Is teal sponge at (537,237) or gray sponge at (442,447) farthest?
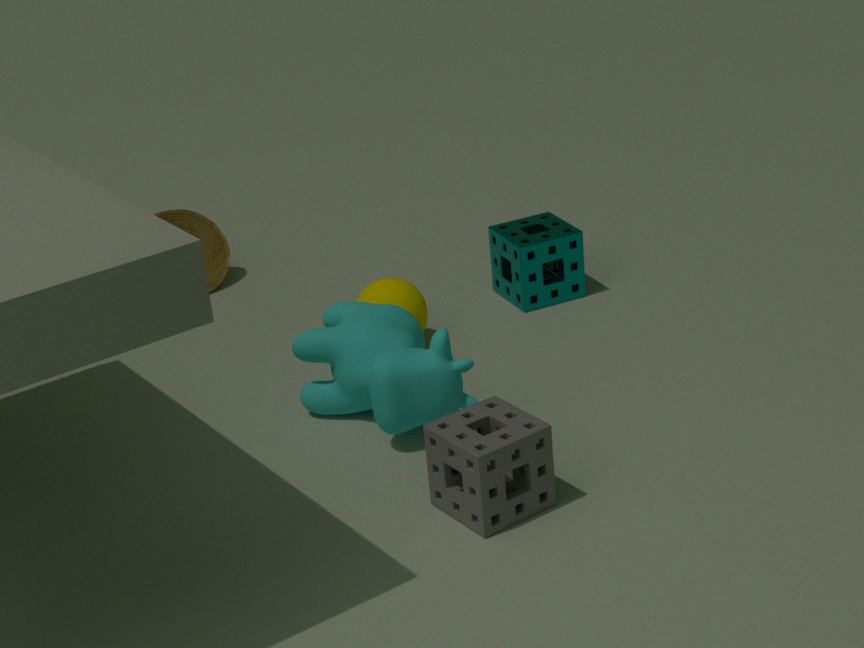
teal sponge at (537,237)
